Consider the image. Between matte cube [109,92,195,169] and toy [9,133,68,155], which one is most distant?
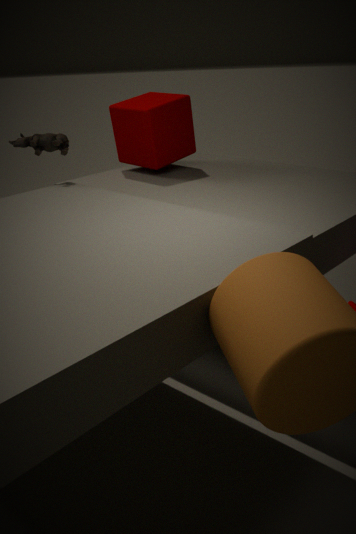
matte cube [109,92,195,169]
